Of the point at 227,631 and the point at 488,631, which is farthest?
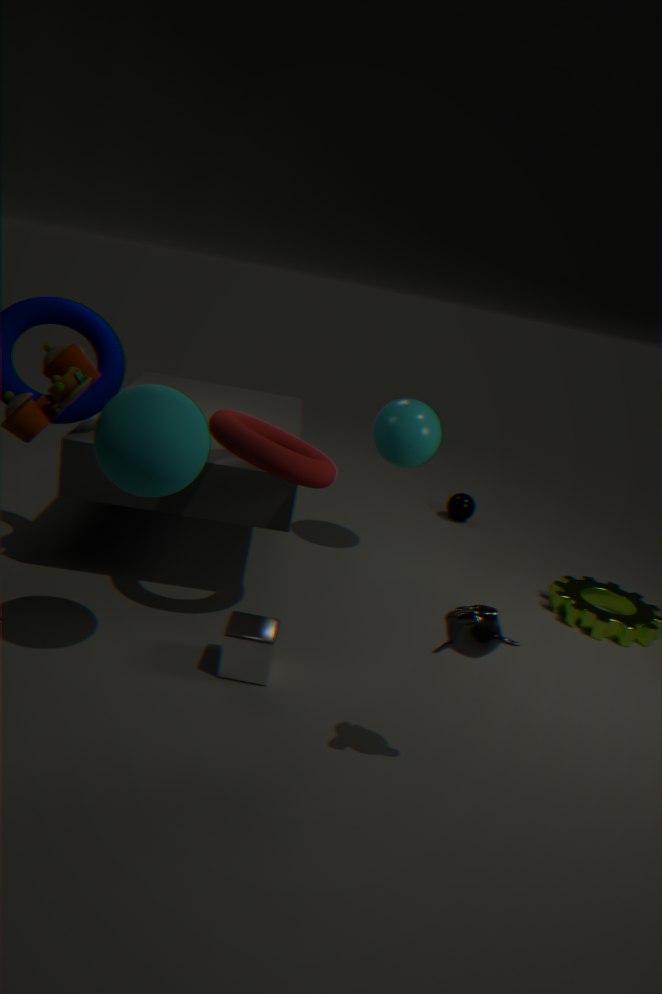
the point at 227,631
